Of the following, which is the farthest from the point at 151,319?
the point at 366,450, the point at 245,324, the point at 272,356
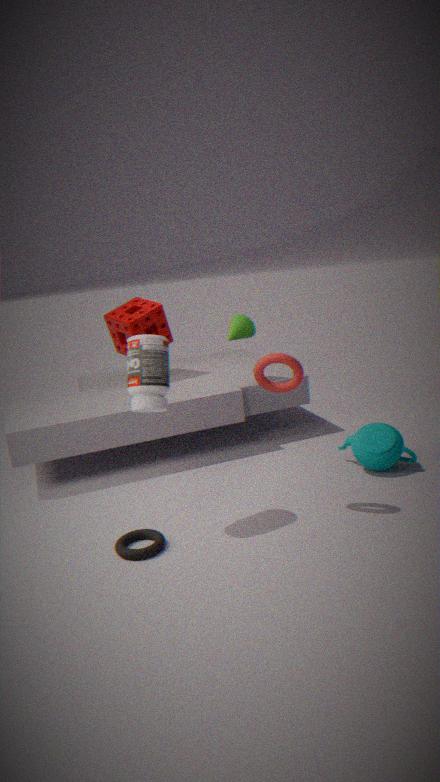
the point at 366,450
